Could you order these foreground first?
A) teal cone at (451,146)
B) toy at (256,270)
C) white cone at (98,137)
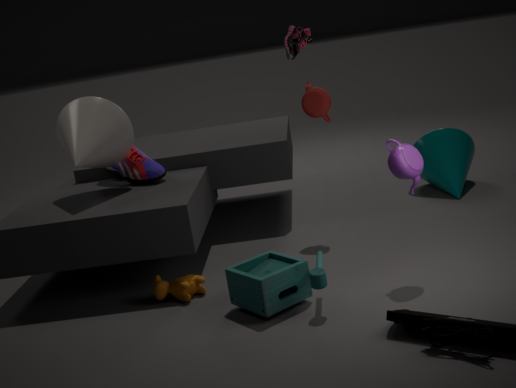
toy at (256,270) < white cone at (98,137) < teal cone at (451,146)
